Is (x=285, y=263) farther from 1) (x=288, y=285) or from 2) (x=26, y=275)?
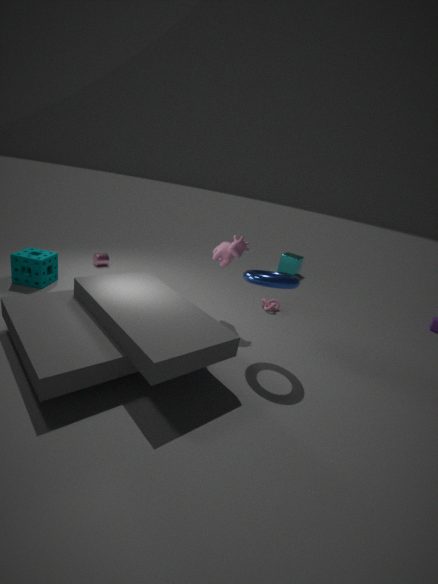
2) (x=26, y=275)
